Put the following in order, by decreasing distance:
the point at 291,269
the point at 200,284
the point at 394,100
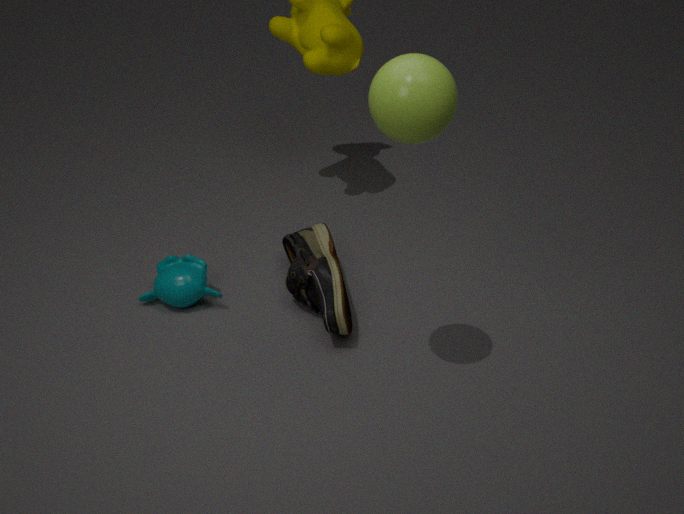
the point at 291,269 → the point at 200,284 → the point at 394,100
